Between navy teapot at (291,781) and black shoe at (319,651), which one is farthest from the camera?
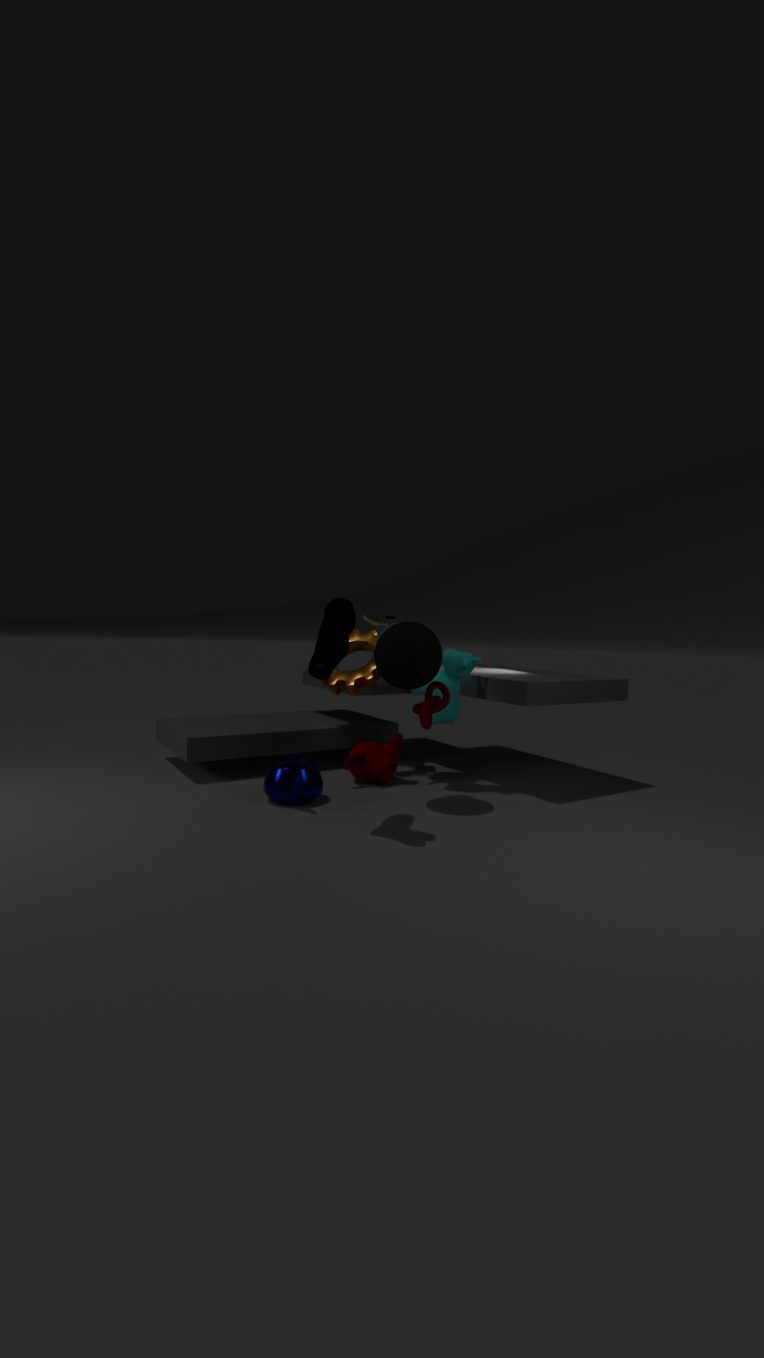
navy teapot at (291,781)
